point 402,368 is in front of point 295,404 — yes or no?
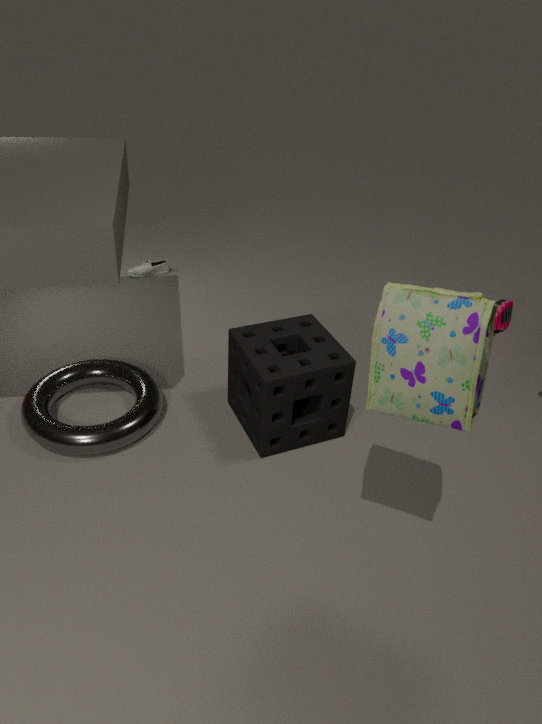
Yes
